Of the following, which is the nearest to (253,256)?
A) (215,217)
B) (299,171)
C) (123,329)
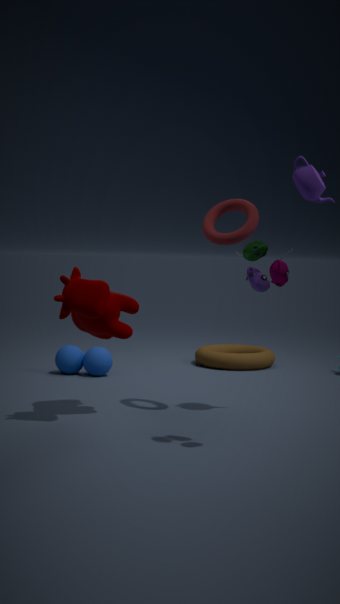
(215,217)
